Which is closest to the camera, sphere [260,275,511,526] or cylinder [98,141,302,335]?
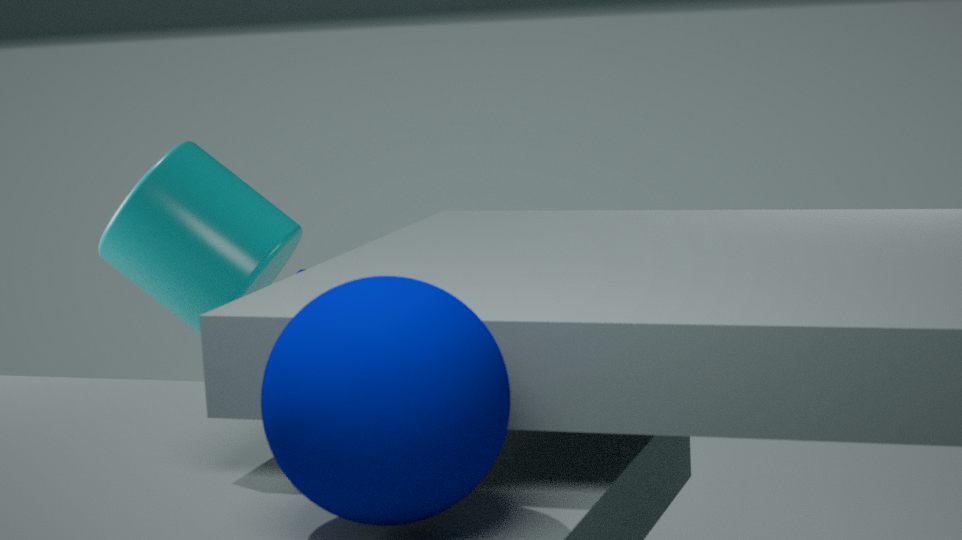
sphere [260,275,511,526]
